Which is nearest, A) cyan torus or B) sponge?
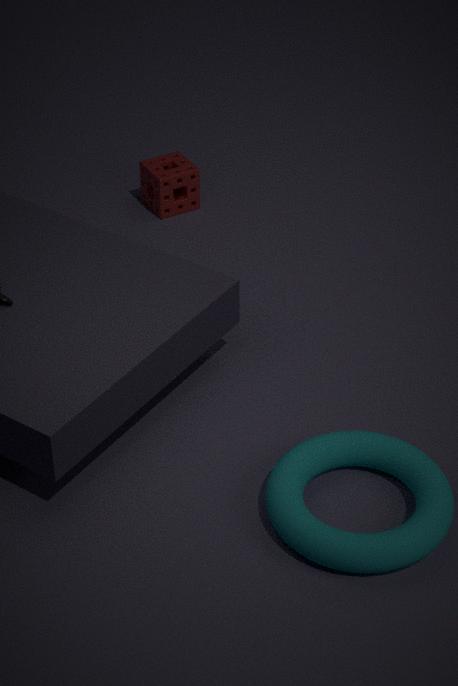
A. cyan torus
